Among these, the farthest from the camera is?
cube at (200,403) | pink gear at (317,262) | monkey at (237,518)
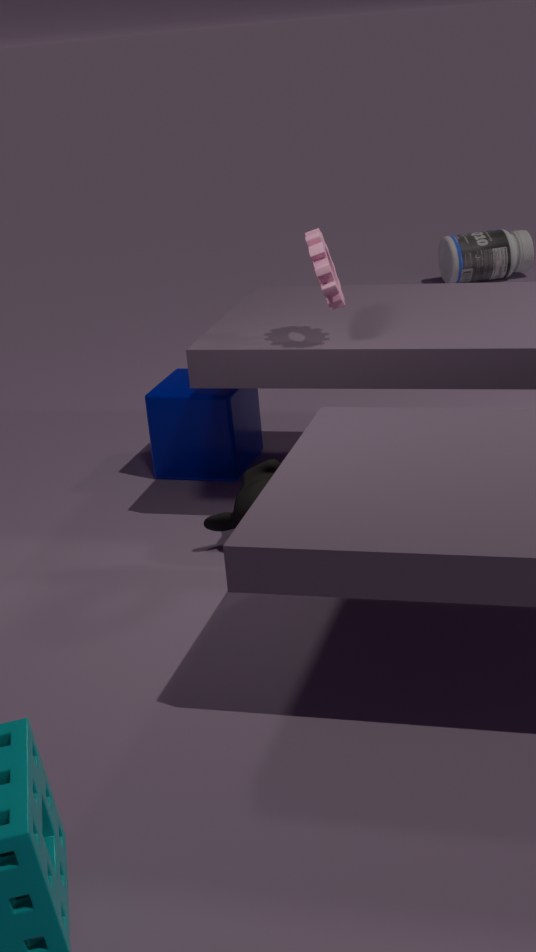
cube at (200,403)
